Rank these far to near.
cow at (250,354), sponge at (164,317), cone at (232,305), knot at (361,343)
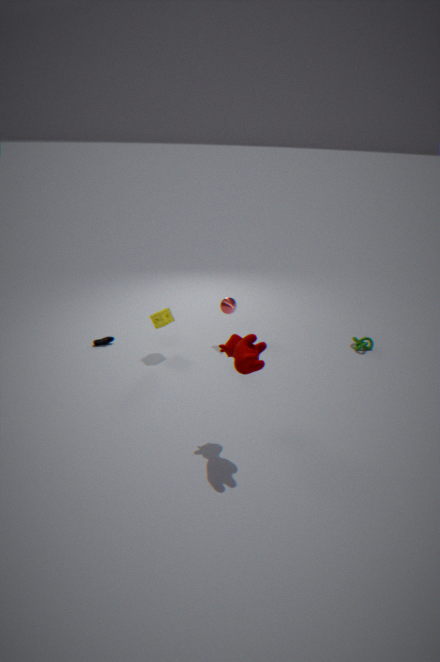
knot at (361,343)
cone at (232,305)
sponge at (164,317)
cow at (250,354)
